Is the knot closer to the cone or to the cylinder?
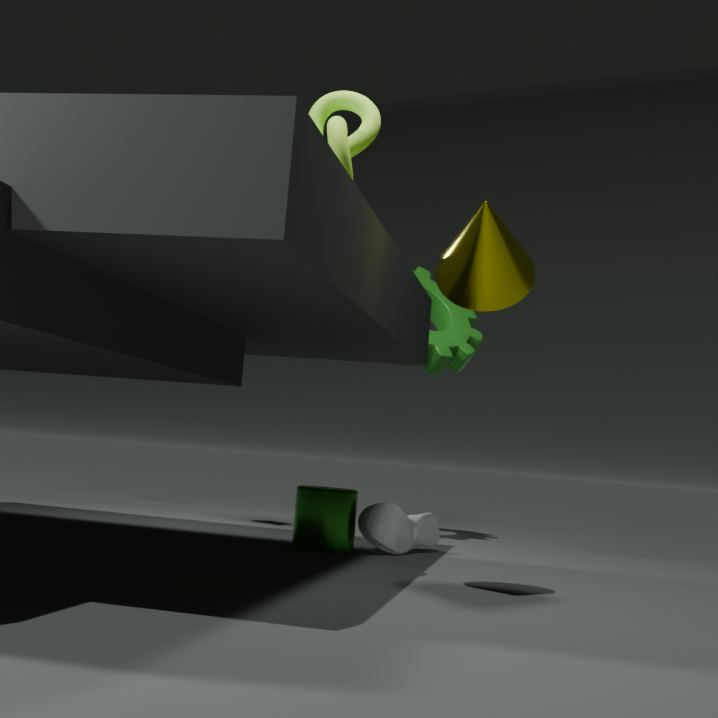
the cone
